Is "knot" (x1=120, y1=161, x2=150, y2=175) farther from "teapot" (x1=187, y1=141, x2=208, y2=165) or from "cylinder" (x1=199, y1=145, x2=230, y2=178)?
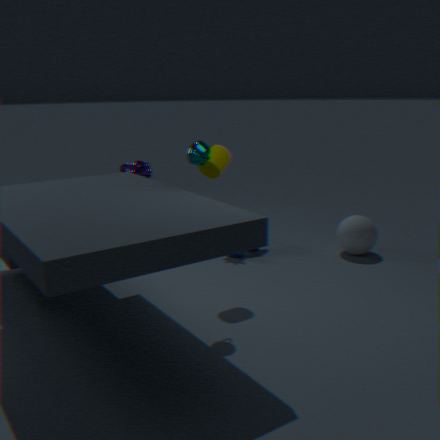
"teapot" (x1=187, y1=141, x2=208, y2=165)
